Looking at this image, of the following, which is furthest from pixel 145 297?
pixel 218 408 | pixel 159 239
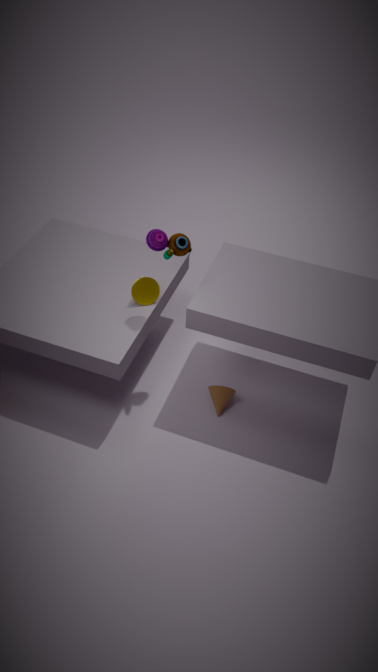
pixel 218 408
